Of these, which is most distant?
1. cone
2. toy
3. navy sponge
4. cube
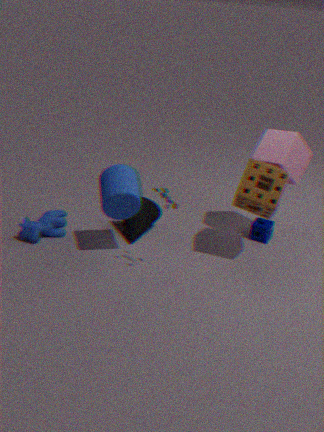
navy sponge
